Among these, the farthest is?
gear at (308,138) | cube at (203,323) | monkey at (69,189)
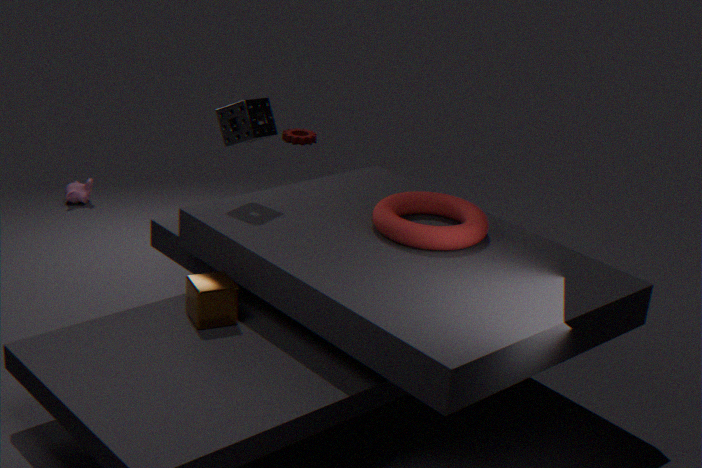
gear at (308,138)
